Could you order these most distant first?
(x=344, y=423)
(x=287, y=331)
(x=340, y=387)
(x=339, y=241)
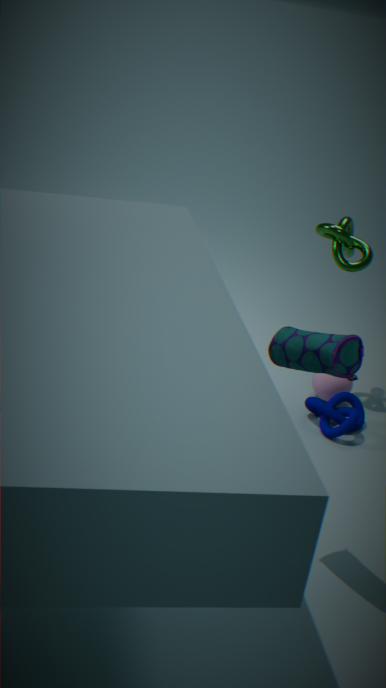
1. (x=340, y=387)
2. (x=339, y=241)
3. (x=344, y=423)
4. (x=287, y=331)
